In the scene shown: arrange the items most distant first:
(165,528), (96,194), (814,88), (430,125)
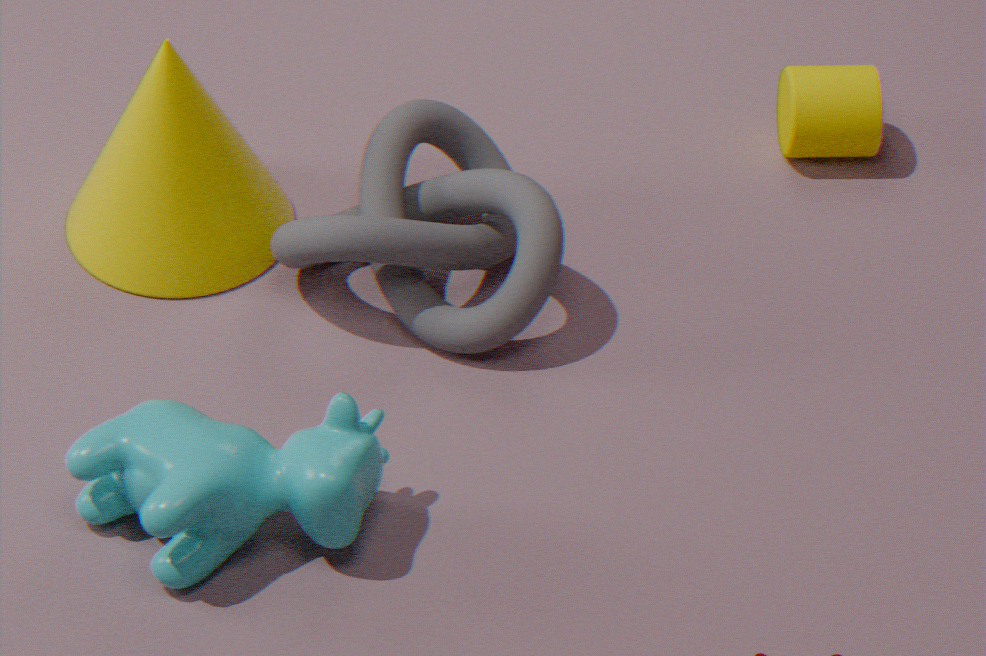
(814,88) < (430,125) < (96,194) < (165,528)
